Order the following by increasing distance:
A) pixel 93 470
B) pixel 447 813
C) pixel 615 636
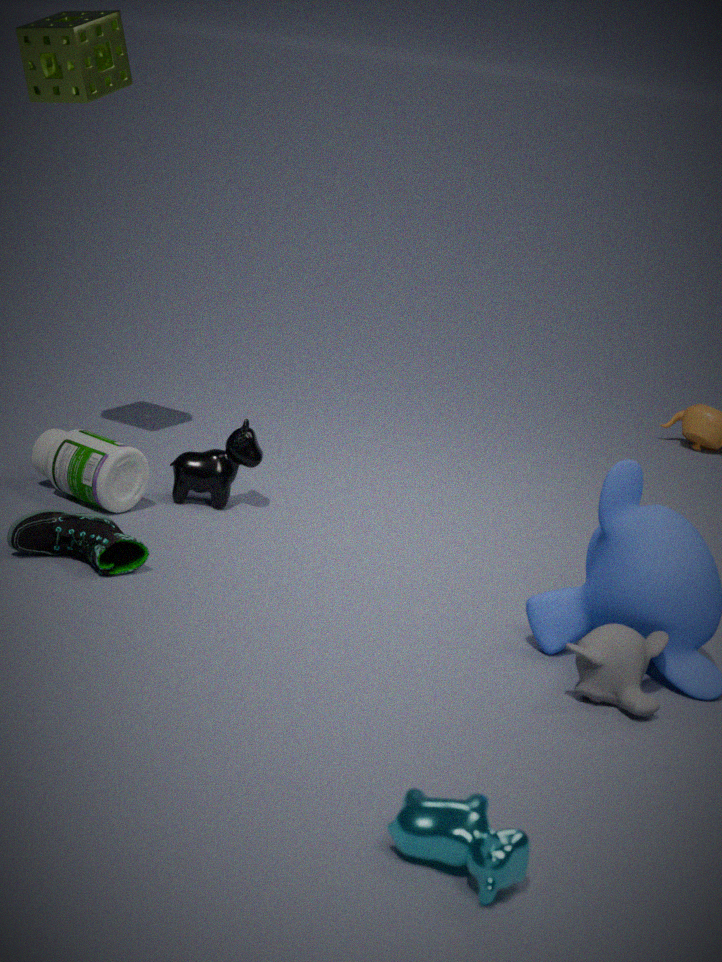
1. pixel 447 813
2. pixel 615 636
3. pixel 93 470
